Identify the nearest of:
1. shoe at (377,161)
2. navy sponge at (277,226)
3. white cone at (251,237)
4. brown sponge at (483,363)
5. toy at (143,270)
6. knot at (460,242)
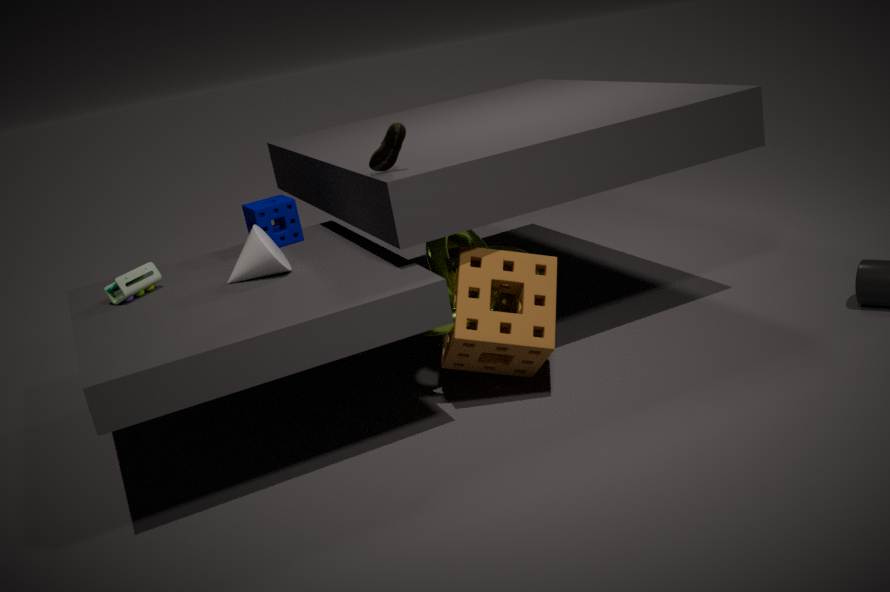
shoe at (377,161)
